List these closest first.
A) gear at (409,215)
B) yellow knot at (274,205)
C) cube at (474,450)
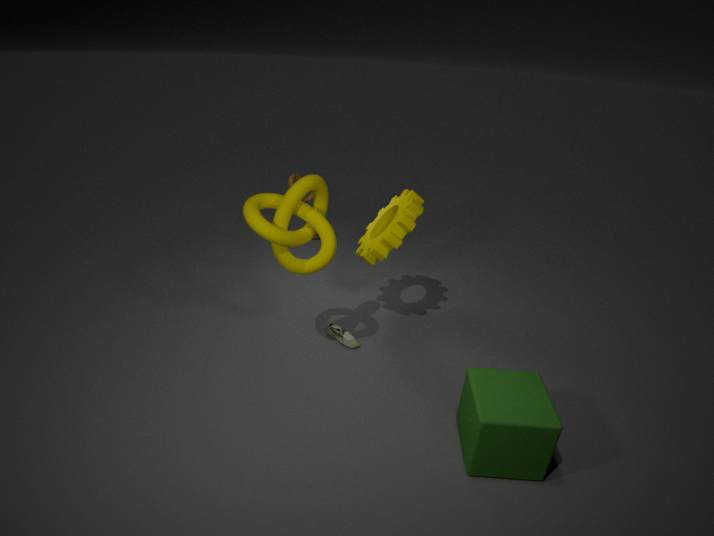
cube at (474,450) < yellow knot at (274,205) < gear at (409,215)
